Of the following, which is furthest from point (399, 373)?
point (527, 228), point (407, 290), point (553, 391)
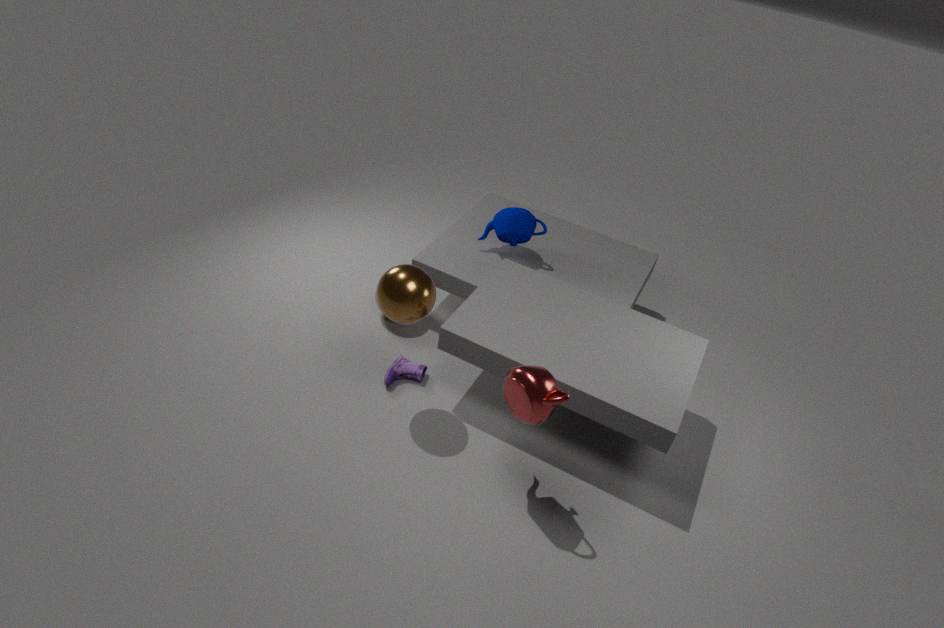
point (527, 228)
